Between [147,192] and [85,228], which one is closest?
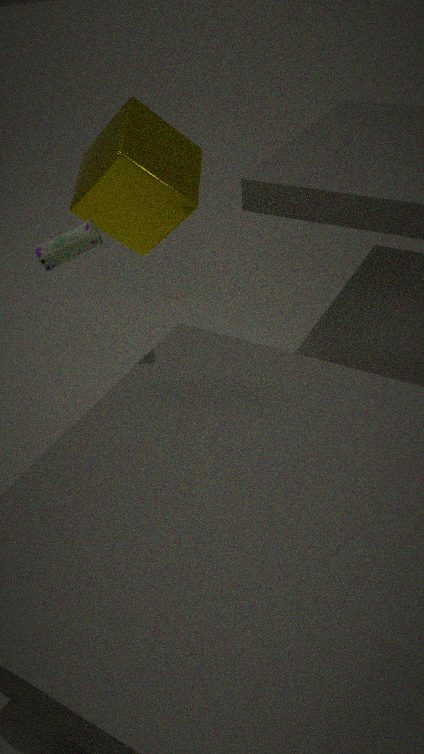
[85,228]
